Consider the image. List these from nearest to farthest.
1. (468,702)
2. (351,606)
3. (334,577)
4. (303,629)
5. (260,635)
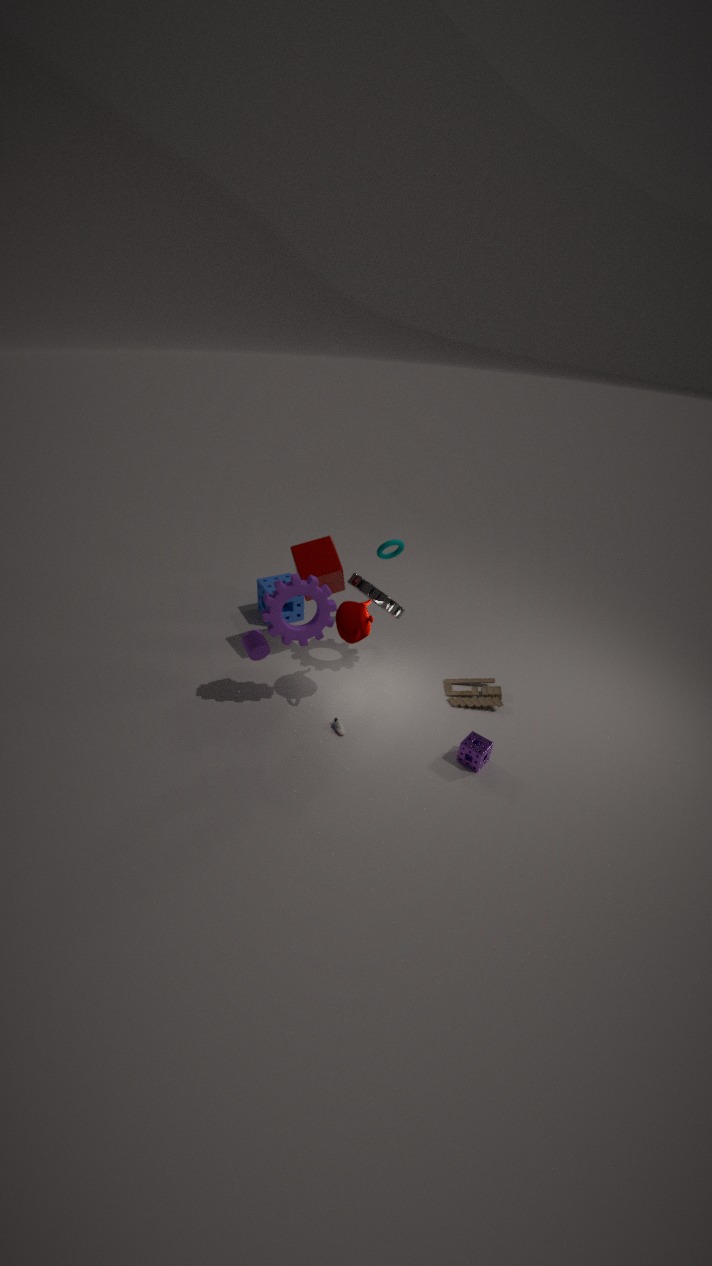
1. (303,629)
2. (351,606)
3. (260,635)
4. (334,577)
5. (468,702)
